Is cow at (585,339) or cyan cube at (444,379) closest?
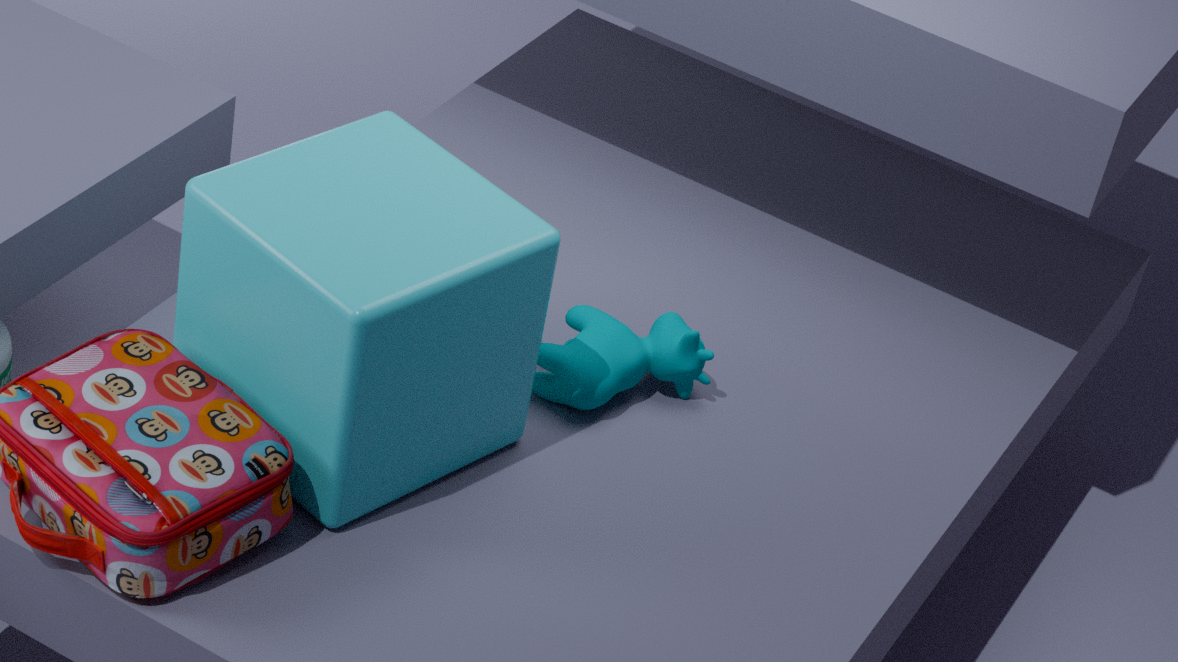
cyan cube at (444,379)
